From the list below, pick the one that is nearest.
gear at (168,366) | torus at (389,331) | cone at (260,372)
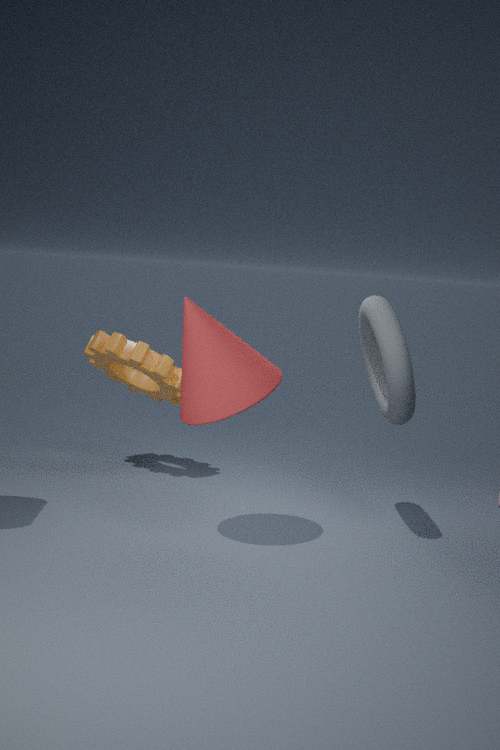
cone at (260,372)
